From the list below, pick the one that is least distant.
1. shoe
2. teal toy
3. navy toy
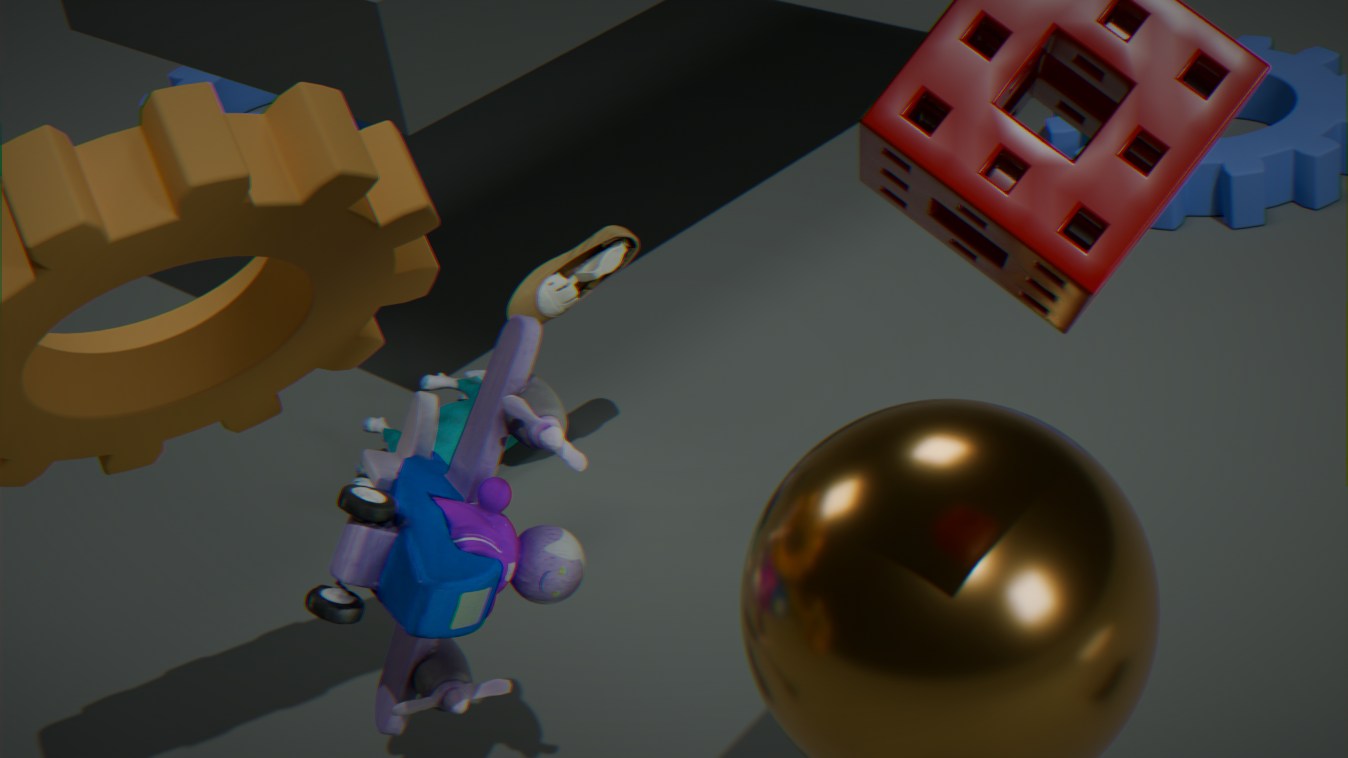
navy toy
